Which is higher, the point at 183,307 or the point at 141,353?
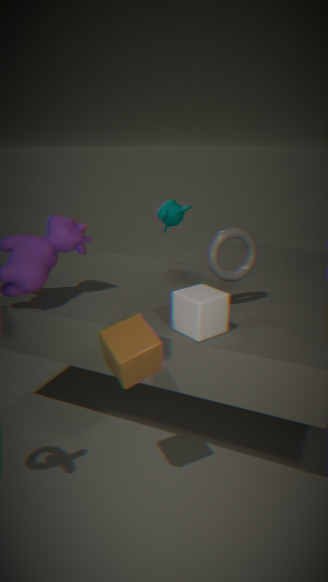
the point at 183,307
